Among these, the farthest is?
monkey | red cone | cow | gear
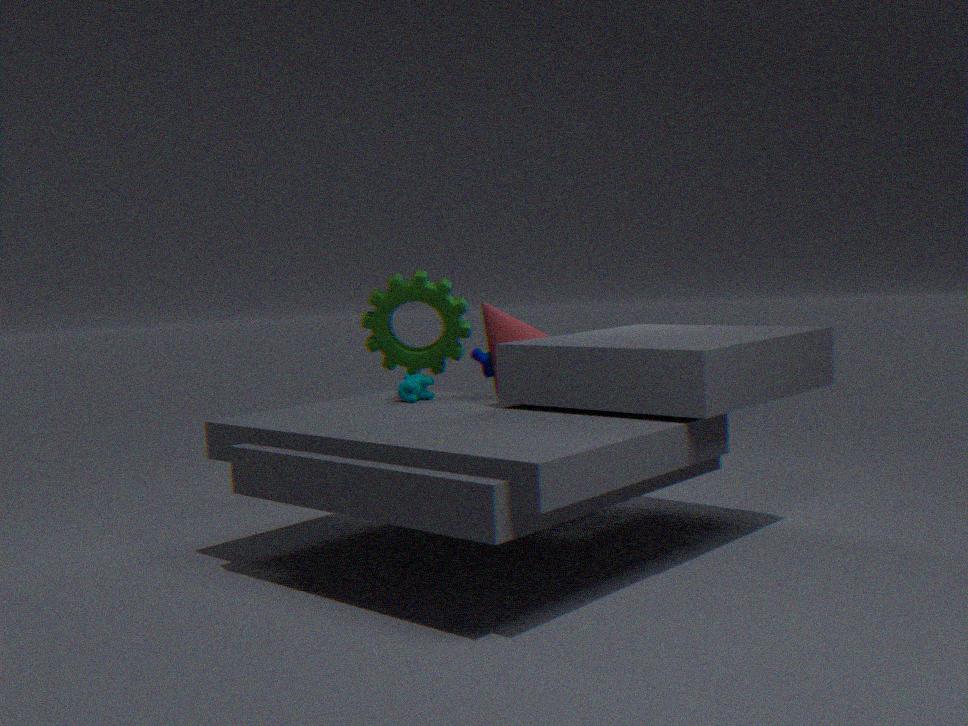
gear
